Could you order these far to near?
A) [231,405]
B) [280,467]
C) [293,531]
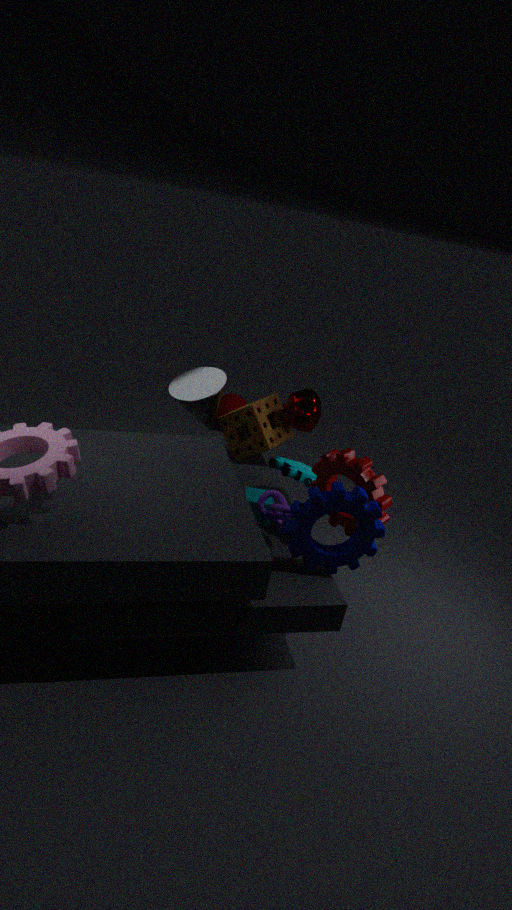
[231,405] < [280,467] < [293,531]
